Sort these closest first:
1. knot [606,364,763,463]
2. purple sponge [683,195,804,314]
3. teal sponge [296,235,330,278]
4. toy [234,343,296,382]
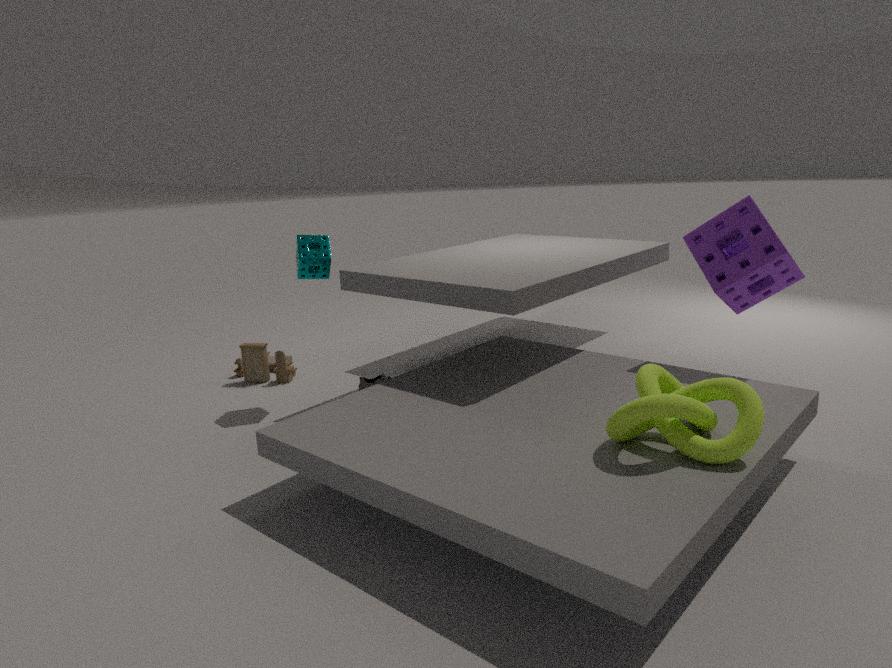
knot [606,364,763,463], purple sponge [683,195,804,314], teal sponge [296,235,330,278], toy [234,343,296,382]
